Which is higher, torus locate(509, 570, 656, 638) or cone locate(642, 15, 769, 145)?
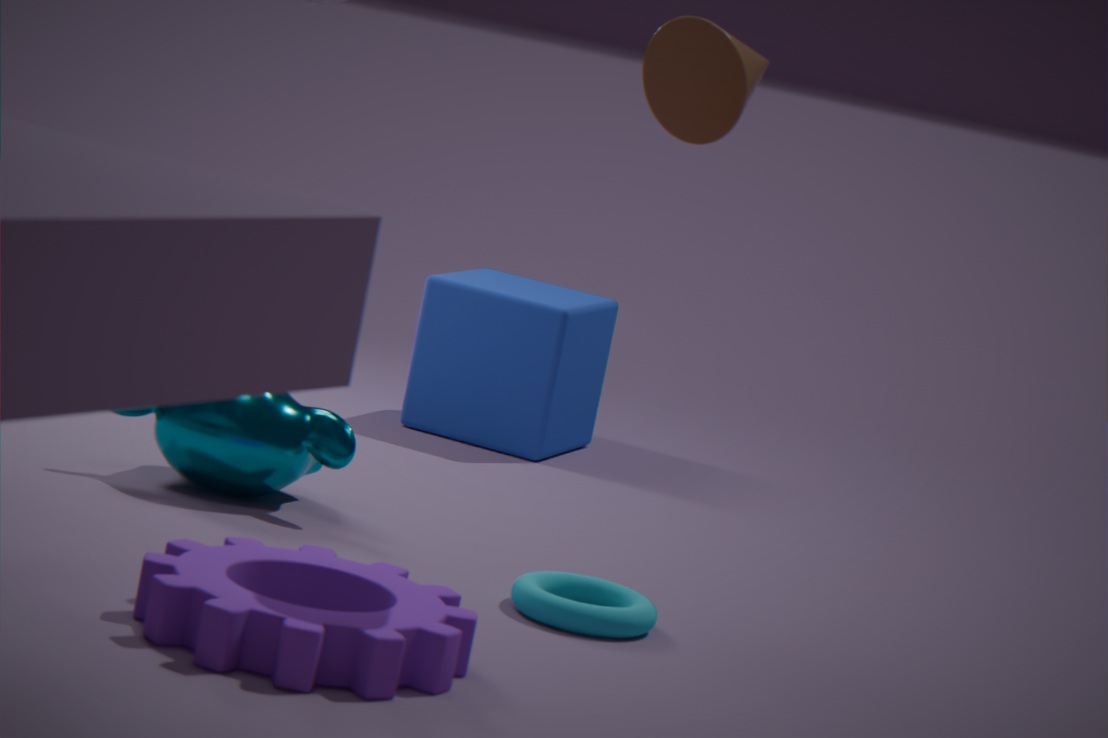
cone locate(642, 15, 769, 145)
